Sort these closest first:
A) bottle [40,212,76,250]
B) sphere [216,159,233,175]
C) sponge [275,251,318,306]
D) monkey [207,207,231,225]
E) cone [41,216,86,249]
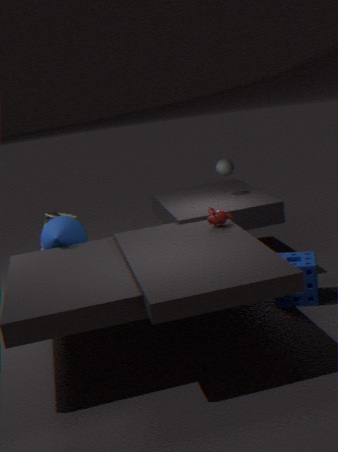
sponge [275,251,318,306], monkey [207,207,231,225], cone [41,216,86,249], bottle [40,212,76,250], sphere [216,159,233,175]
